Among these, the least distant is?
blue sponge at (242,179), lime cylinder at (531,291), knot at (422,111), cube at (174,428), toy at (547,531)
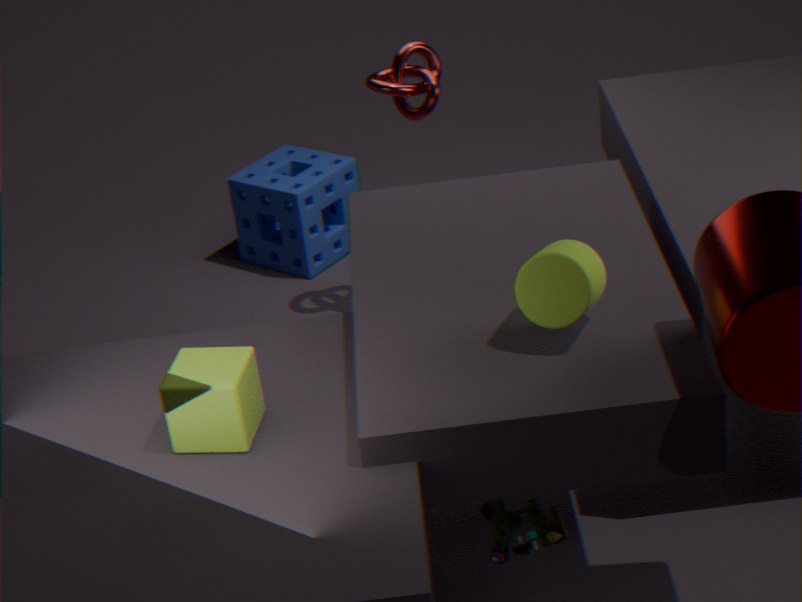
cube at (174,428)
